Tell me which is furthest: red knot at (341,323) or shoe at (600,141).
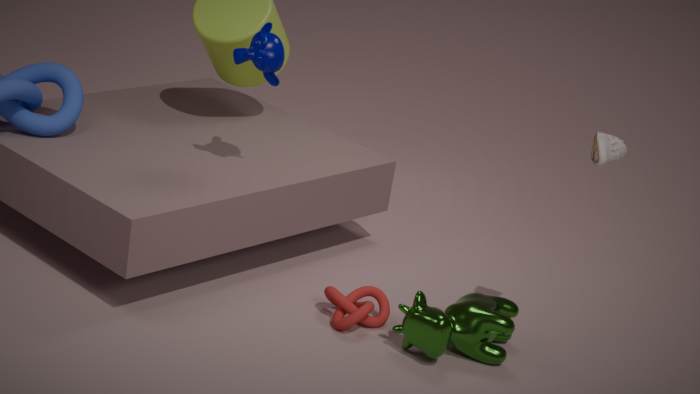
red knot at (341,323)
